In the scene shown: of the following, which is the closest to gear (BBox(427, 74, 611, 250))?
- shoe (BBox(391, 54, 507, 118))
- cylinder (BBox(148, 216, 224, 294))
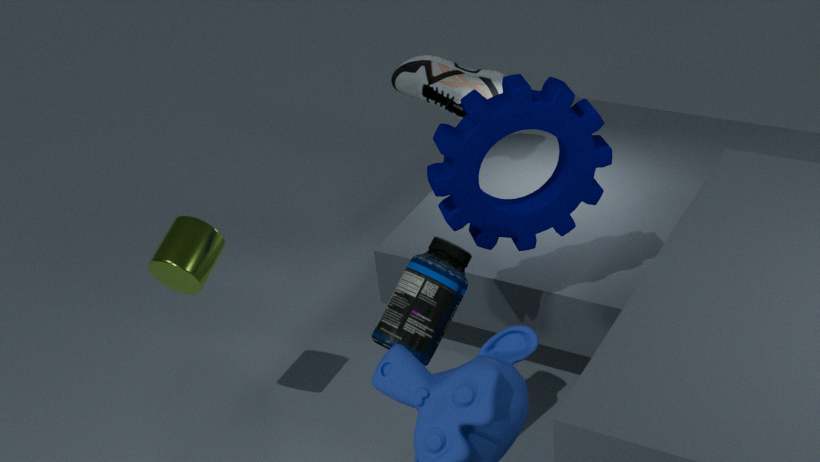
cylinder (BBox(148, 216, 224, 294))
